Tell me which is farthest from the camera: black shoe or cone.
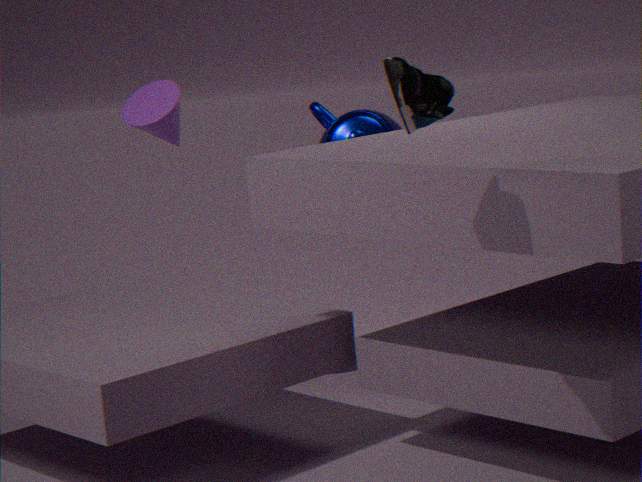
cone
